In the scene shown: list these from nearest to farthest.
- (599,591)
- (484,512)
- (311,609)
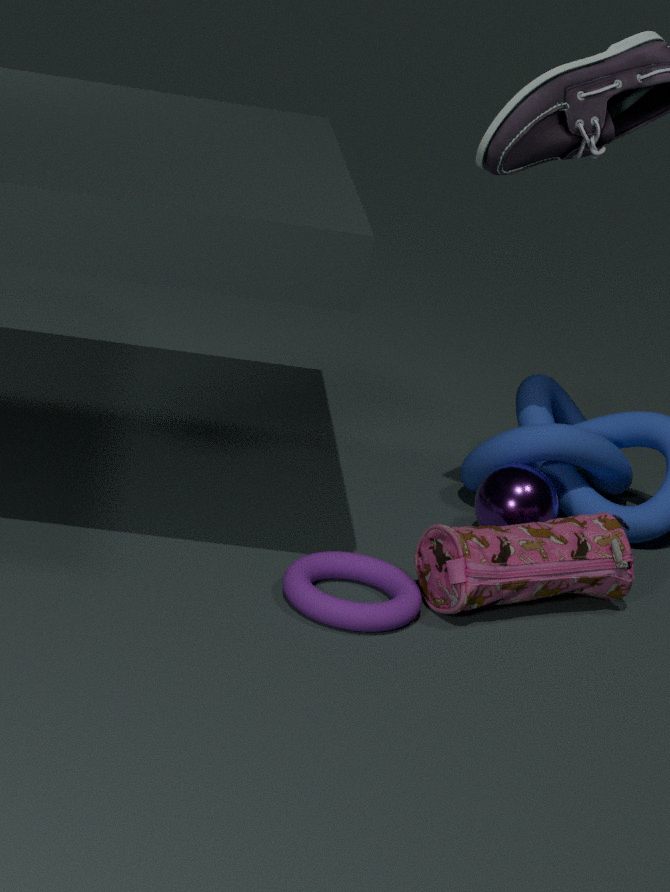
(311,609)
(599,591)
(484,512)
